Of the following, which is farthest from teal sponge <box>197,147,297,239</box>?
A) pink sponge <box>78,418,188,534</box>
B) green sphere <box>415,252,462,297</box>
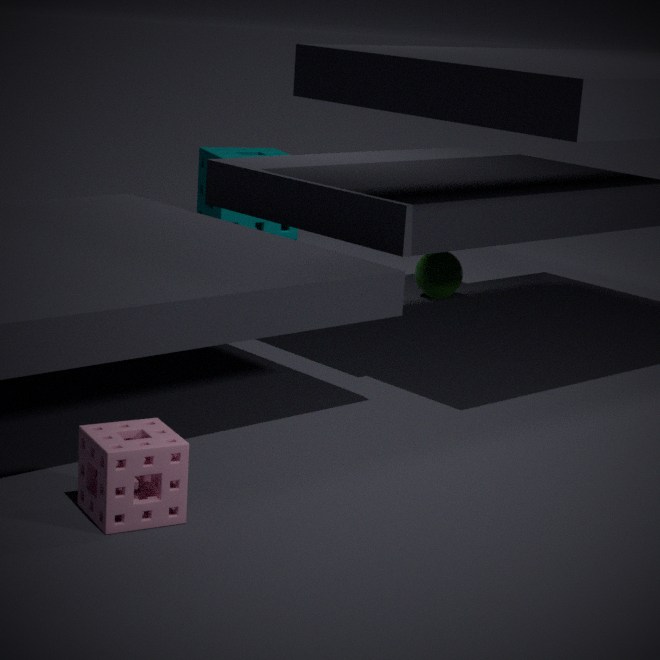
pink sponge <box>78,418,188,534</box>
